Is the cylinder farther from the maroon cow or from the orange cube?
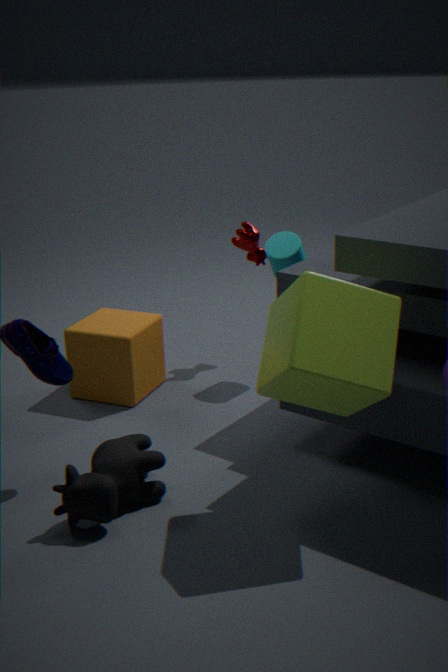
the orange cube
